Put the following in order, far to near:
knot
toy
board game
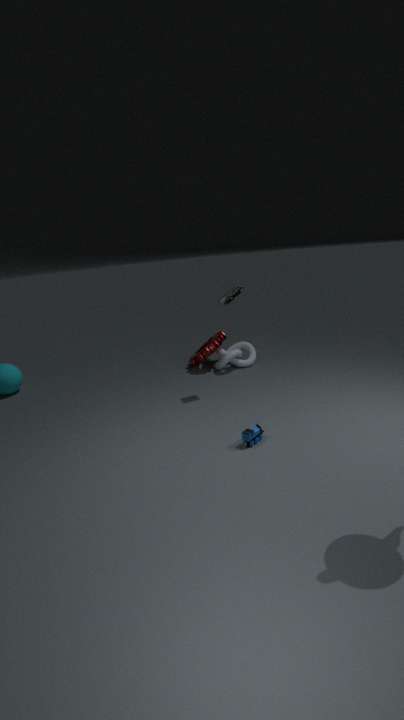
knot < board game < toy
